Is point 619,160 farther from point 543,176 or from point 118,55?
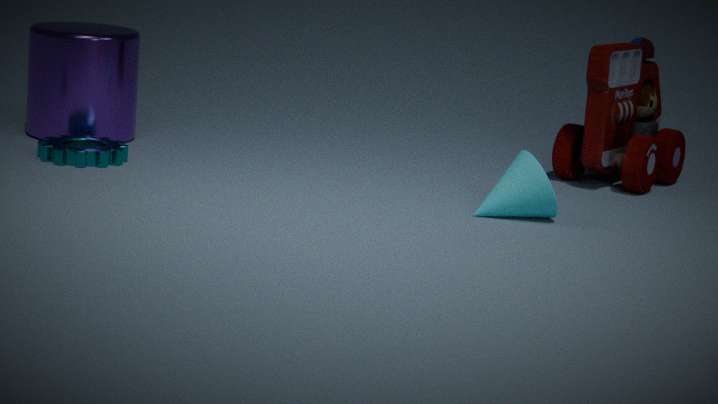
point 118,55
